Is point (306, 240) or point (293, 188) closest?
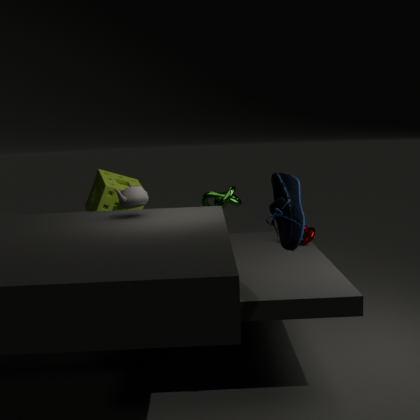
point (293, 188)
